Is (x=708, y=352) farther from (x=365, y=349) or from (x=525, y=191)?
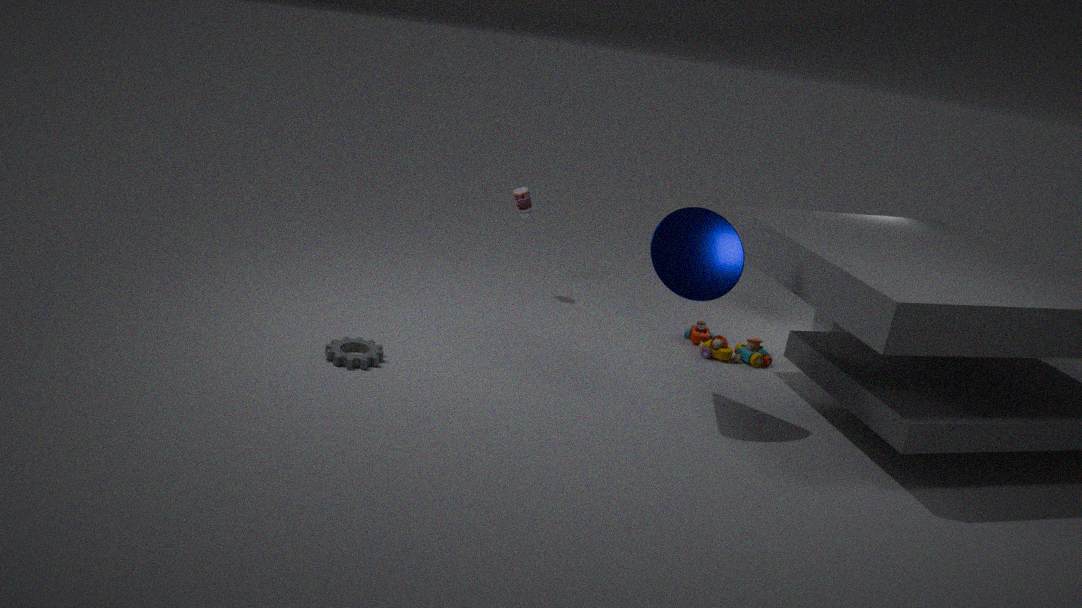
(x=365, y=349)
